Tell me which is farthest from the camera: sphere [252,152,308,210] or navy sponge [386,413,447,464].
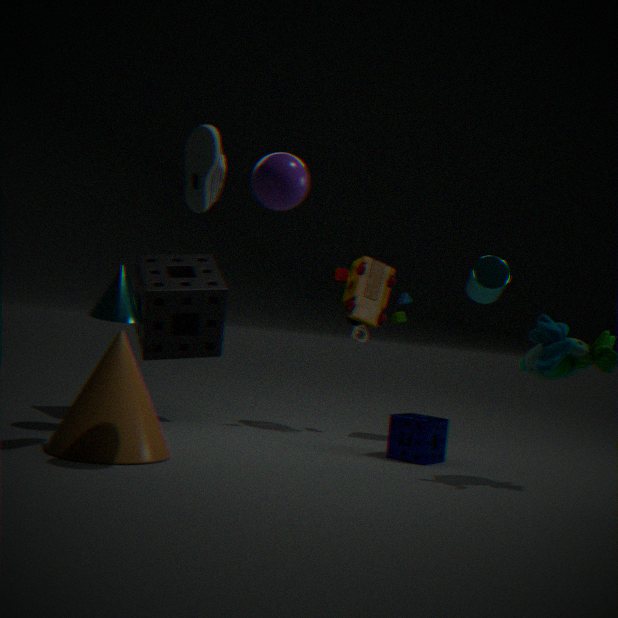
navy sponge [386,413,447,464]
